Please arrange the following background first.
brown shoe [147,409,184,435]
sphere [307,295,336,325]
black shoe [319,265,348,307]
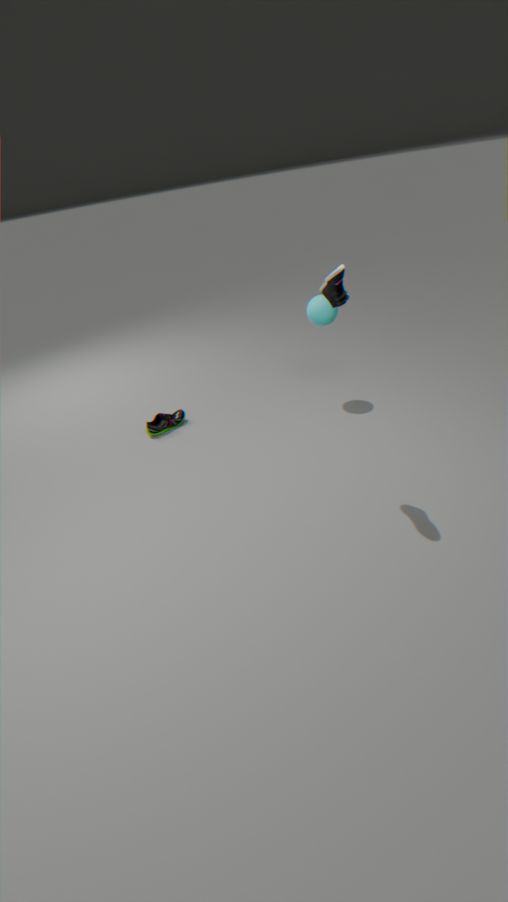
brown shoe [147,409,184,435] < sphere [307,295,336,325] < black shoe [319,265,348,307]
